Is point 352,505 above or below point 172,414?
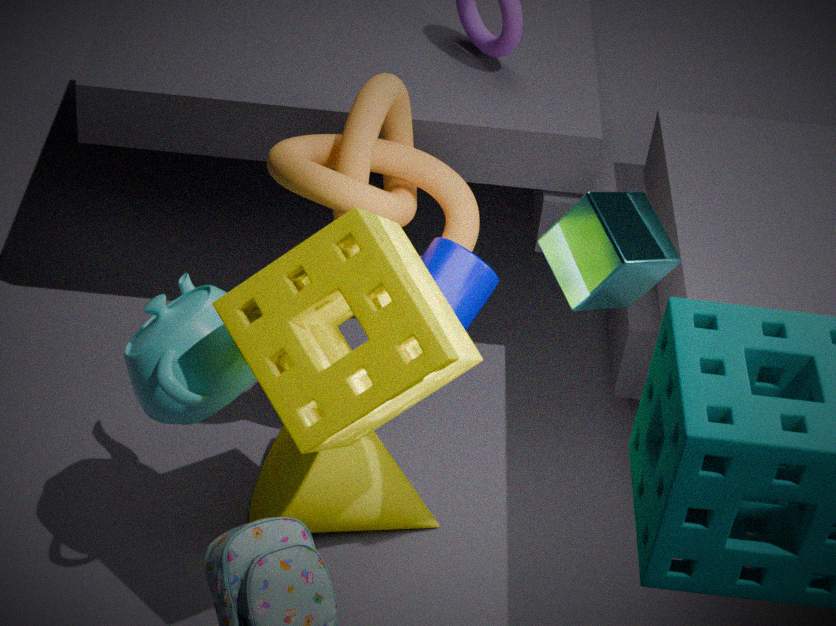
below
